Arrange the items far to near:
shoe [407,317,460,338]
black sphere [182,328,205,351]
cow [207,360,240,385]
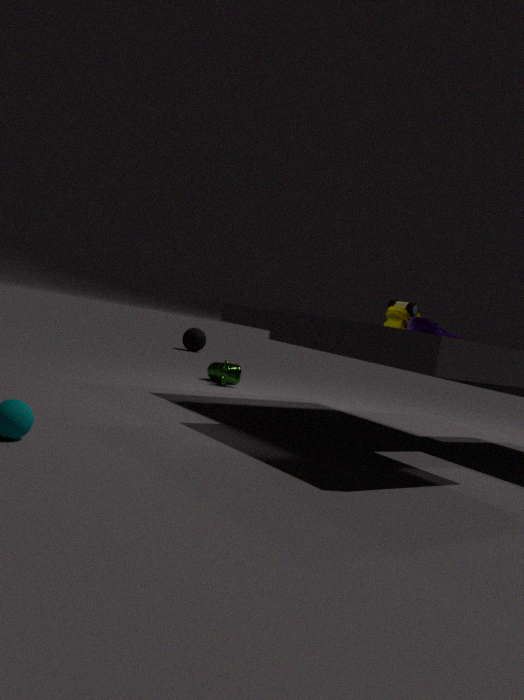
black sphere [182,328,205,351], cow [207,360,240,385], shoe [407,317,460,338]
